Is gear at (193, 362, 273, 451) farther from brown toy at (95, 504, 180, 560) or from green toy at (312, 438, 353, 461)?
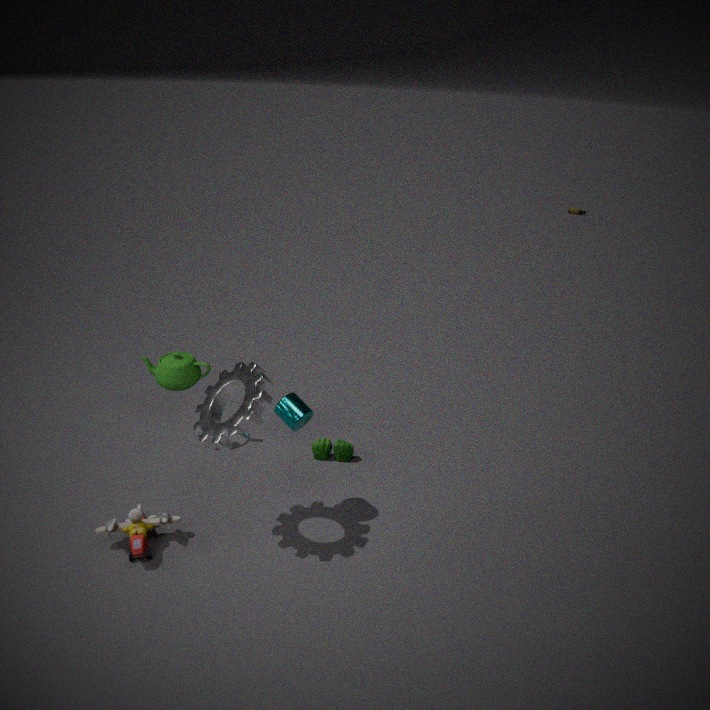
green toy at (312, 438, 353, 461)
